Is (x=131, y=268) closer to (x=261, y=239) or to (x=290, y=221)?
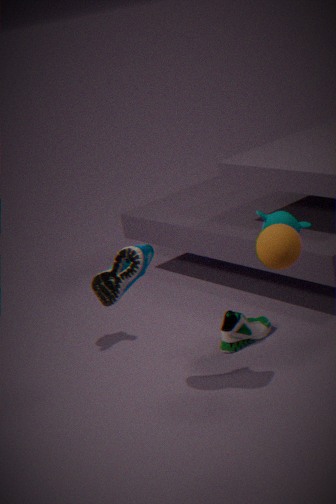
(x=261, y=239)
